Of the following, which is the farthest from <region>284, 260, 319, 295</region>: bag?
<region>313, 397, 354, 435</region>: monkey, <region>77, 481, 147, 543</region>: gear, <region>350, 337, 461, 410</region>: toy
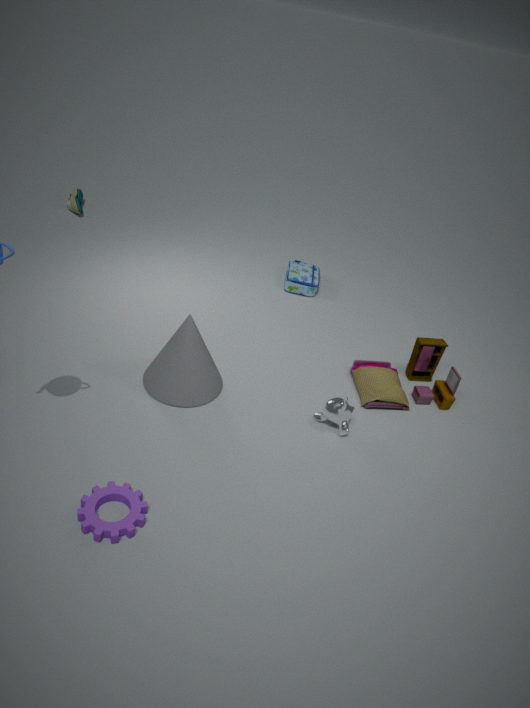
<region>77, 481, 147, 543</region>: gear
